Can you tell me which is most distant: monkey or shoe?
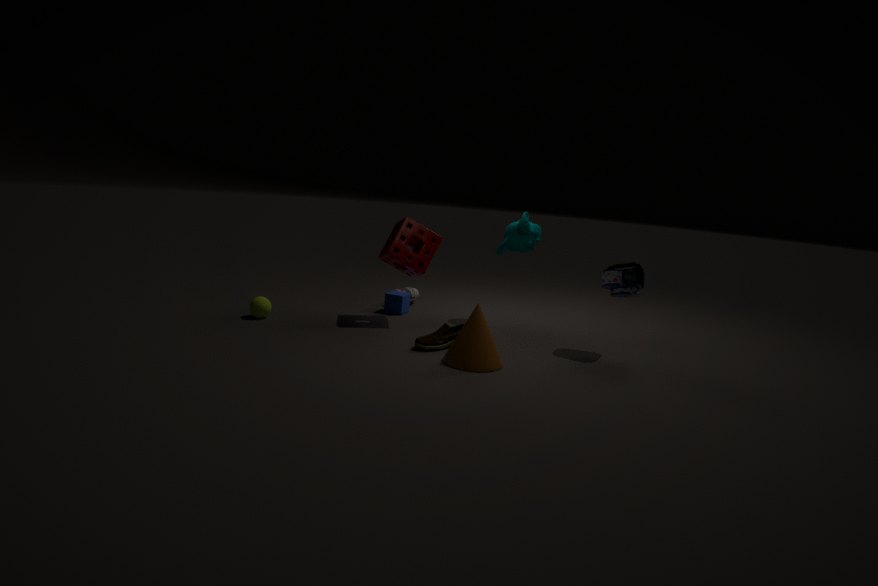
monkey
